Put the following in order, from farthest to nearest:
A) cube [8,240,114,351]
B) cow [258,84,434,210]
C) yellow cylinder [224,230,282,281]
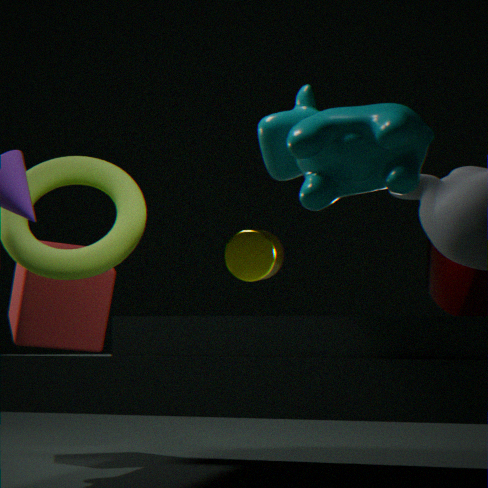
cube [8,240,114,351], yellow cylinder [224,230,282,281], cow [258,84,434,210]
